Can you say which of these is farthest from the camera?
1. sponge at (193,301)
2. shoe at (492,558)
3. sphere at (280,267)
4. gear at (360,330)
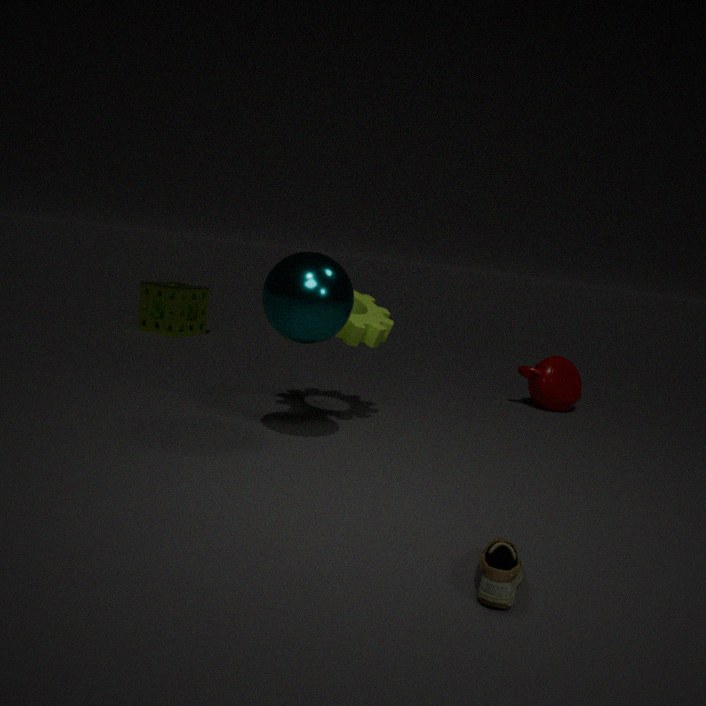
sponge at (193,301)
